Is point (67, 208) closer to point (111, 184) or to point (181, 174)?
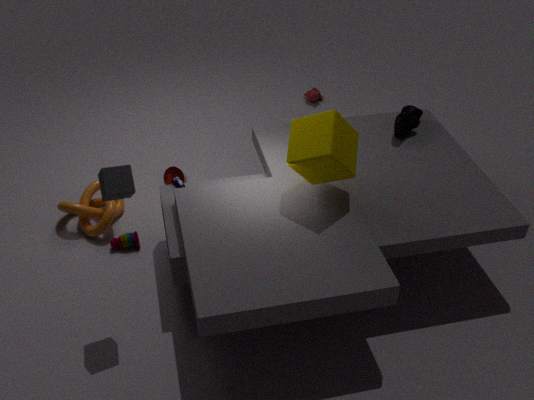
point (181, 174)
